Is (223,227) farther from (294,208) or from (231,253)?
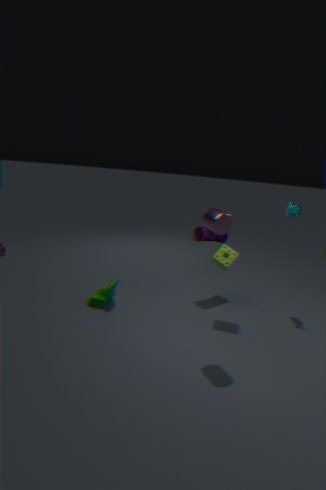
(294,208)
